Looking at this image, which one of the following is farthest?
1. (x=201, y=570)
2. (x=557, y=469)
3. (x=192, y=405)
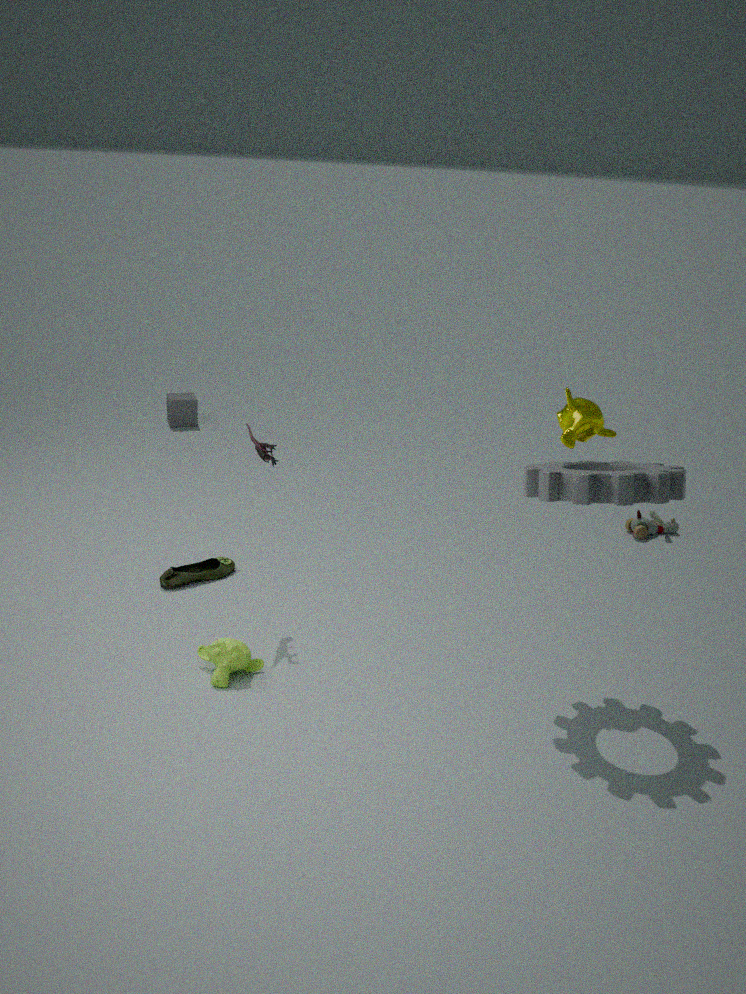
(x=192, y=405)
